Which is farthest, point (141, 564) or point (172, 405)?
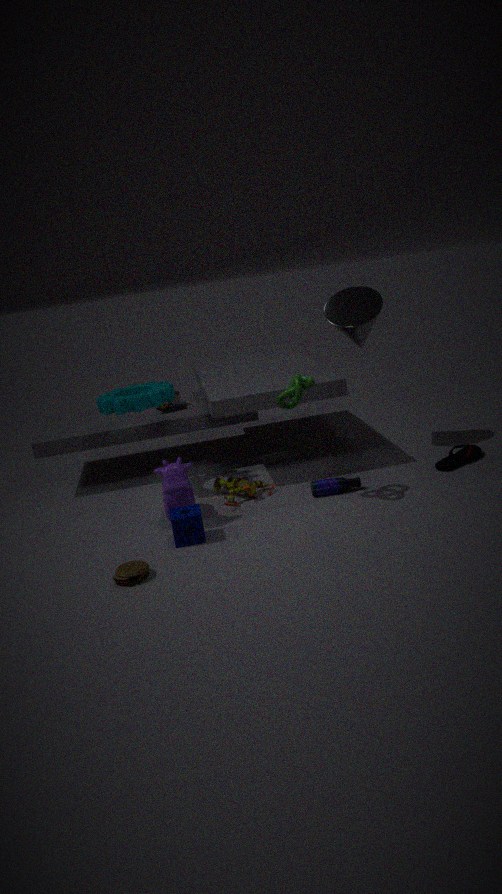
point (172, 405)
